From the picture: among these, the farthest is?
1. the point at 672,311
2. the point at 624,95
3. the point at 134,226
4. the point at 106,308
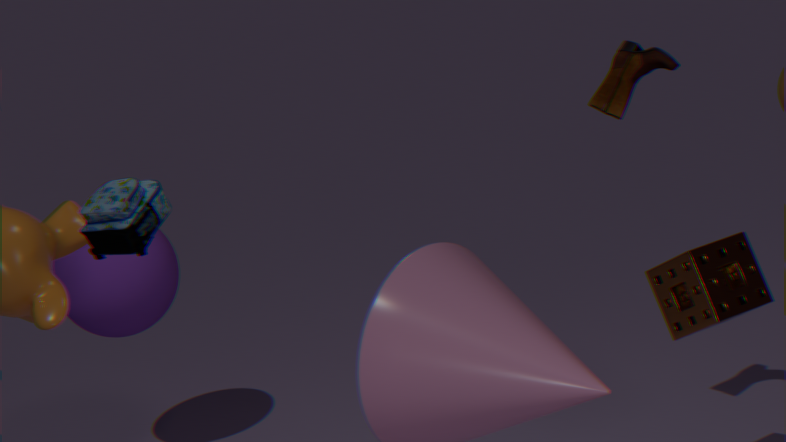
the point at 106,308
